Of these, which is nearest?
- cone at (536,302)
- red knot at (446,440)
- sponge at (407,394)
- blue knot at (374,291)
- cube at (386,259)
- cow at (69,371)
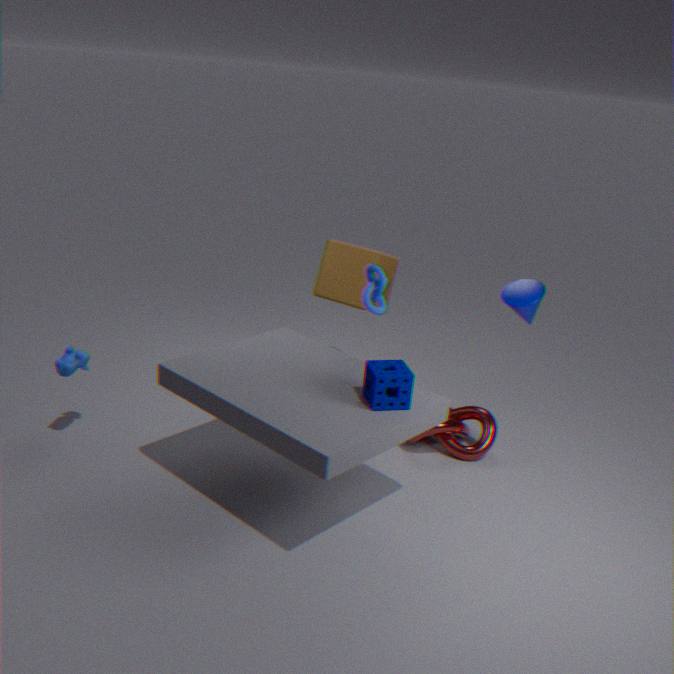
sponge at (407,394)
